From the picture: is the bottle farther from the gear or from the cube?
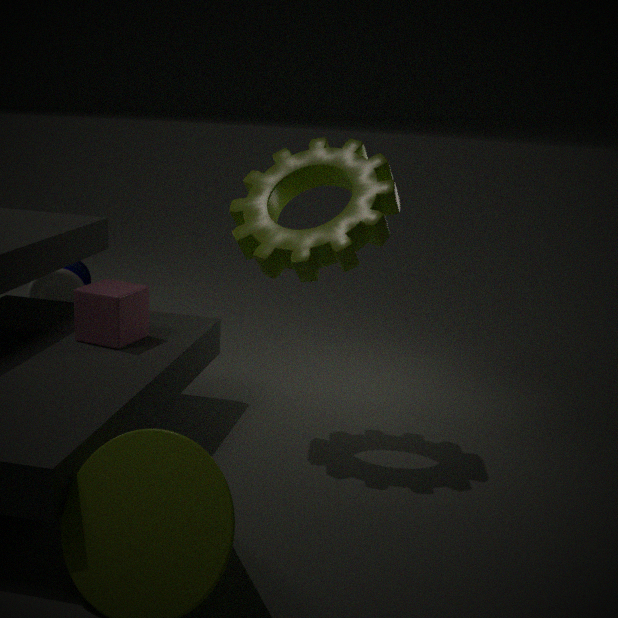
the gear
